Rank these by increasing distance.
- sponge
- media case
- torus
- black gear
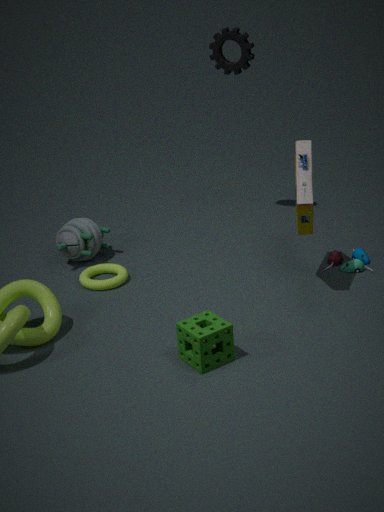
sponge → media case → torus → black gear
